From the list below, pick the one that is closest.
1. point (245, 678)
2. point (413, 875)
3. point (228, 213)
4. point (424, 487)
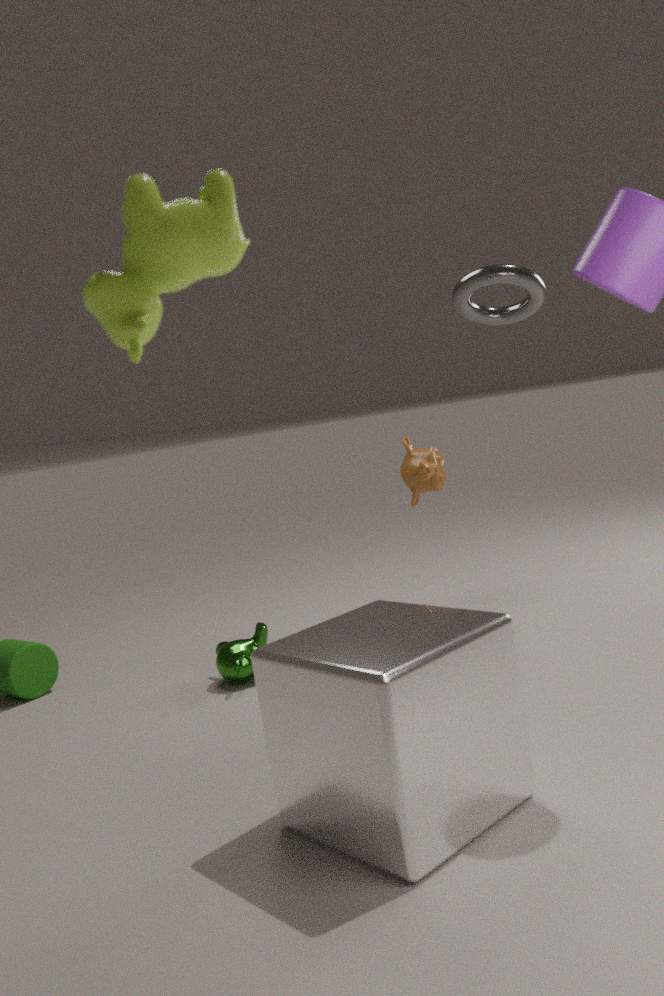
point (228, 213)
